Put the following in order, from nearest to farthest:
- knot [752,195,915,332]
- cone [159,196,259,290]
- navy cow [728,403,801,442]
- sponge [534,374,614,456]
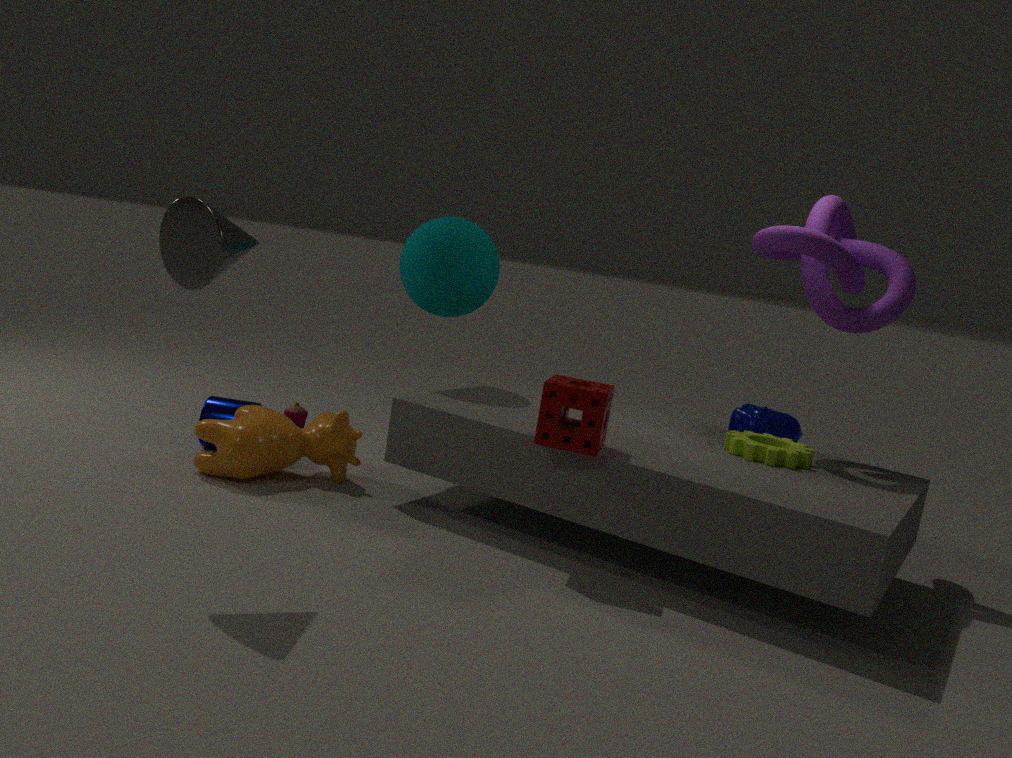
1. cone [159,196,259,290]
2. sponge [534,374,614,456]
3. knot [752,195,915,332]
4. navy cow [728,403,801,442]
